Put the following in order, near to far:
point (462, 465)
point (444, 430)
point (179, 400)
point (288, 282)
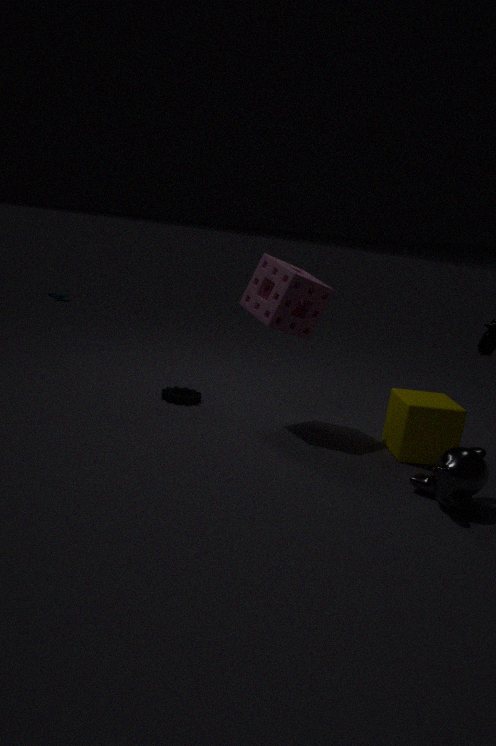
point (462, 465) → point (444, 430) → point (288, 282) → point (179, 400)
